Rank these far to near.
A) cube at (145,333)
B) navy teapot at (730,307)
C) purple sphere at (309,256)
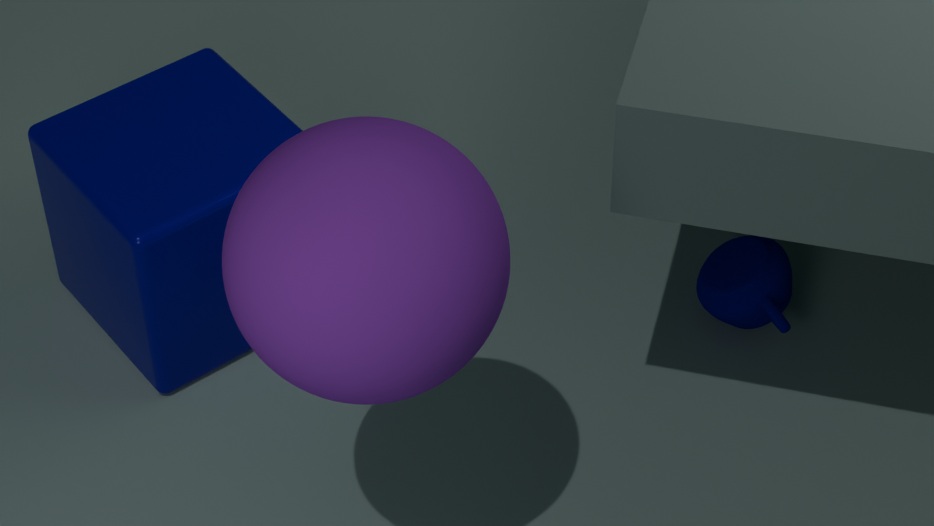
1. navy teapot at (730,307)
2. cube at (145,333)
3. purple sphere at (309,256)
